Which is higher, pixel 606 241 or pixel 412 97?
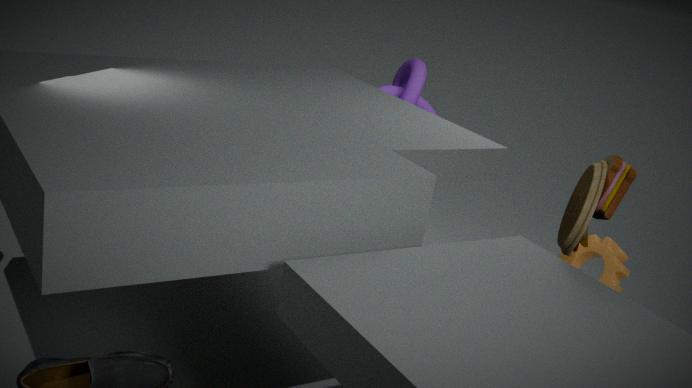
pixel 412 97
